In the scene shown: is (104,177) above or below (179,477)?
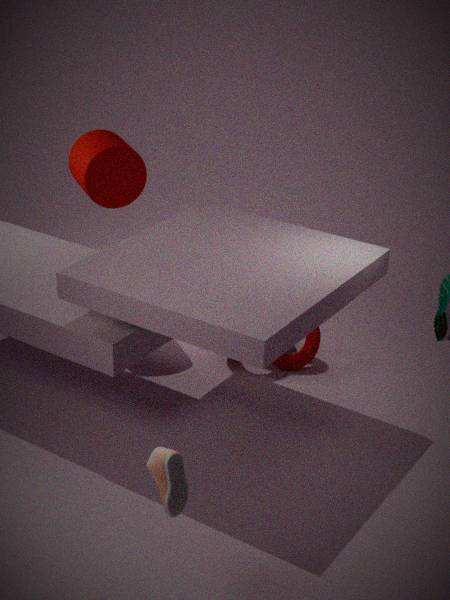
above
